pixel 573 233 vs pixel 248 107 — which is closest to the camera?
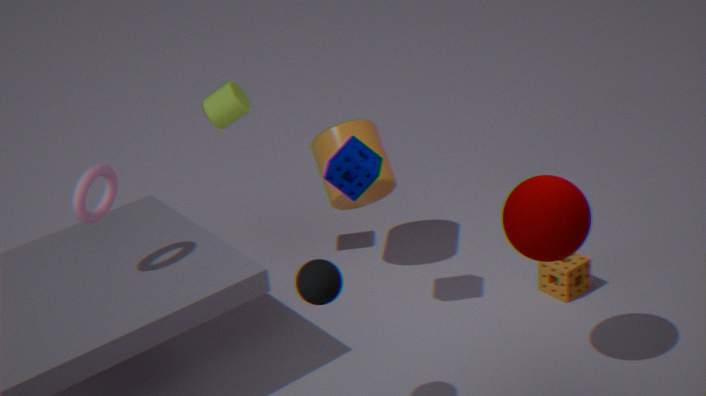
pixel 573 233
